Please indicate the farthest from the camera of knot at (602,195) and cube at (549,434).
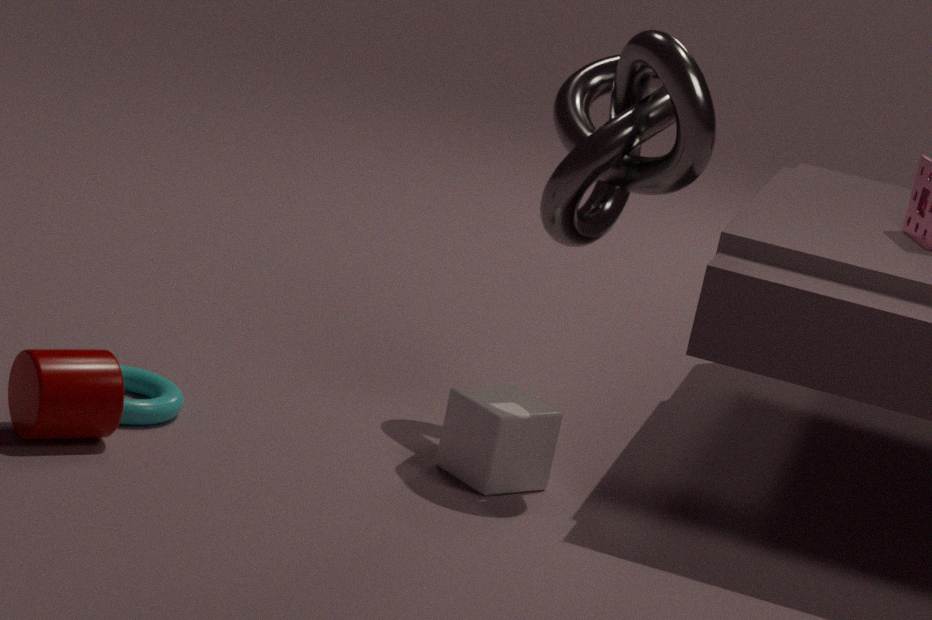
cube at (549,434)
